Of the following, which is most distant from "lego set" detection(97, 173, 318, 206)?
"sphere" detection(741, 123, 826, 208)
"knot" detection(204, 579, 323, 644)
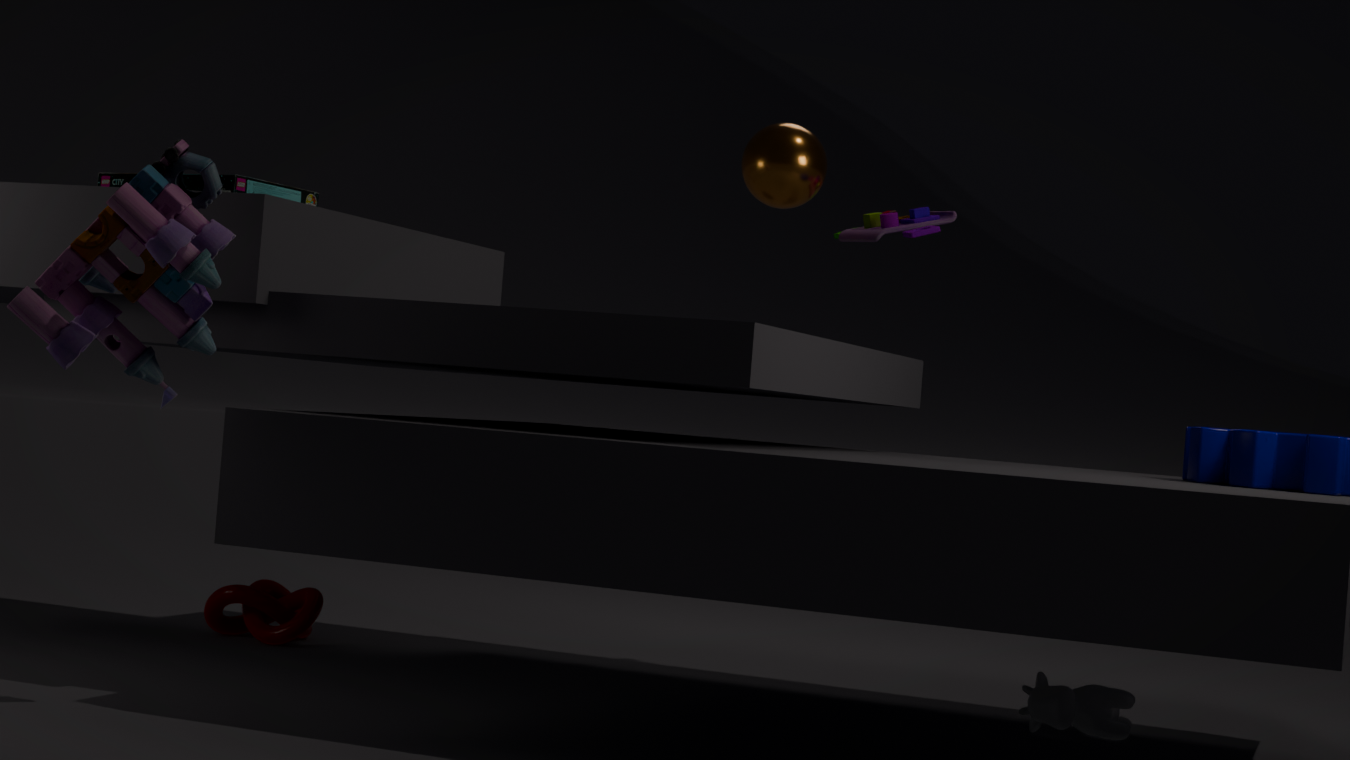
"sphere" detection(741, 123, 826, 208)
